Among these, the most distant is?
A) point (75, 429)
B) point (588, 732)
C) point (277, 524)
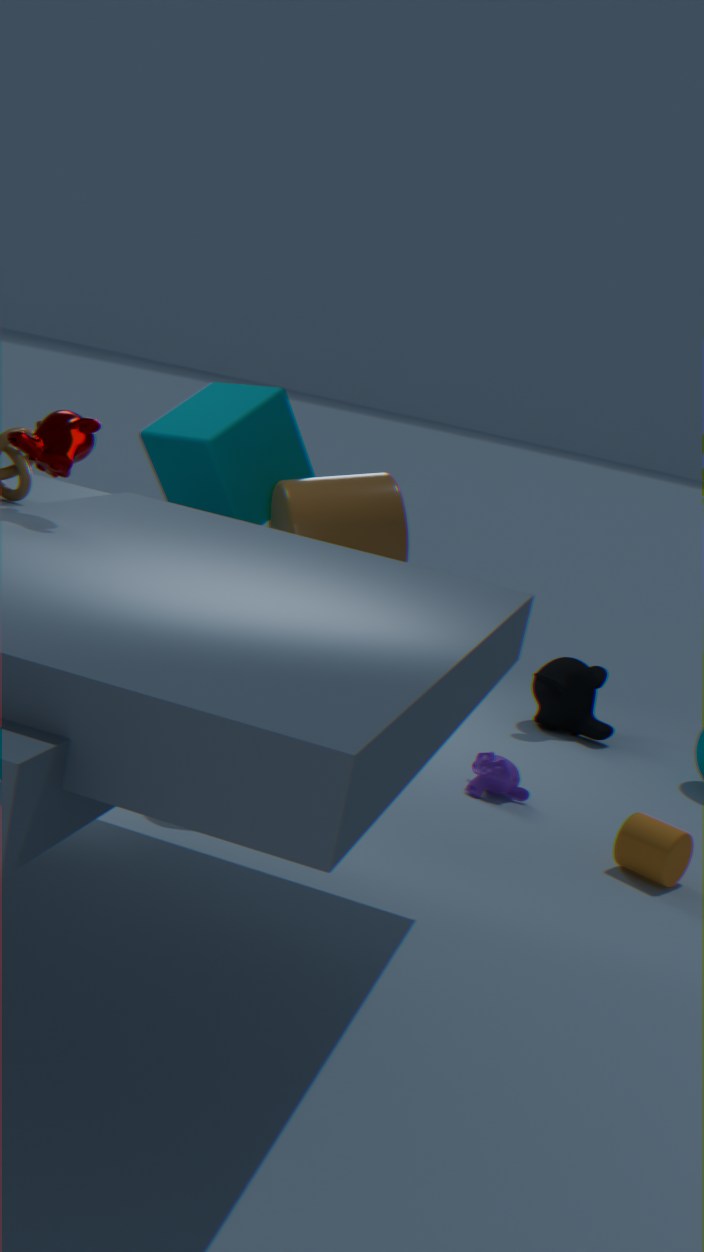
point (588, 732)
